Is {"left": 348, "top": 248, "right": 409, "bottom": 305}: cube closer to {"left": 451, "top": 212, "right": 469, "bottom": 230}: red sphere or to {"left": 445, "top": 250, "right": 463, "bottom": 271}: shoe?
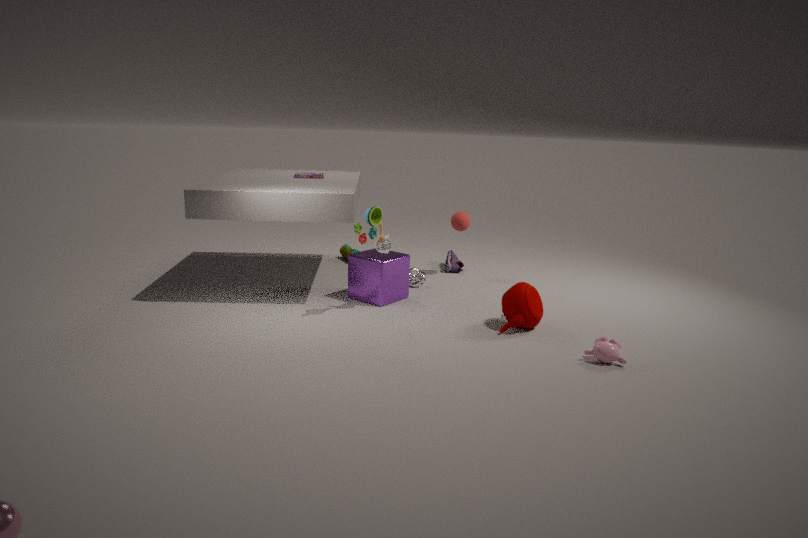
{"left": 451, "top": 212, "right": 469, "bottom": 230}: red sphere
